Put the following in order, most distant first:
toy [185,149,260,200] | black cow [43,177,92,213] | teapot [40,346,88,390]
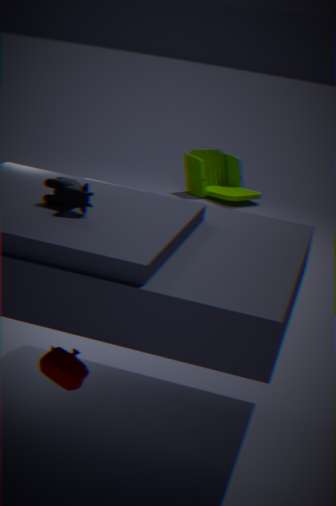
toy [185,149,260,200] < black cow [43,177,92,213] < teapot [40,346,88,390]
